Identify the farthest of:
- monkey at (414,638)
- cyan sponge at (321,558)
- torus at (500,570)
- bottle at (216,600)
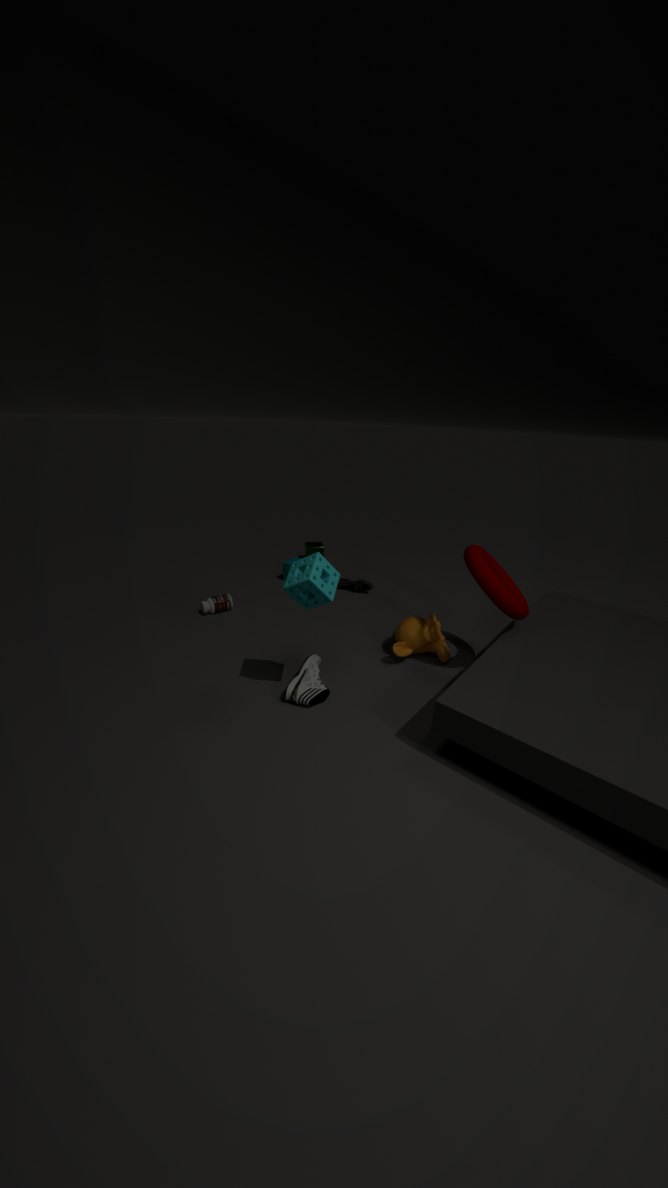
bottle at (216,600)
